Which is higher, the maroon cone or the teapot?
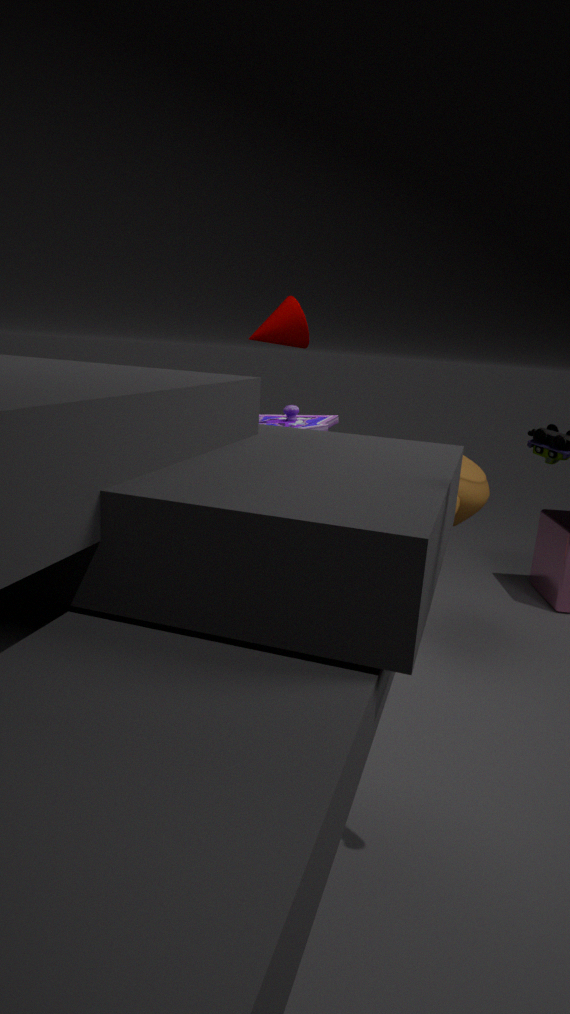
the maroon cone
